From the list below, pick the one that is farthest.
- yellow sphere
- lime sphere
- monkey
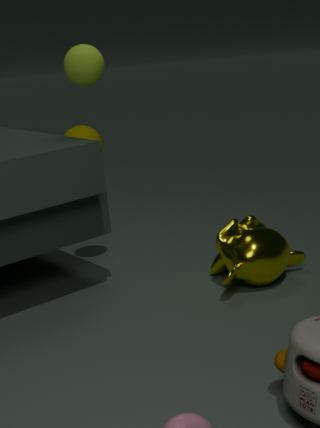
yellow sphere
